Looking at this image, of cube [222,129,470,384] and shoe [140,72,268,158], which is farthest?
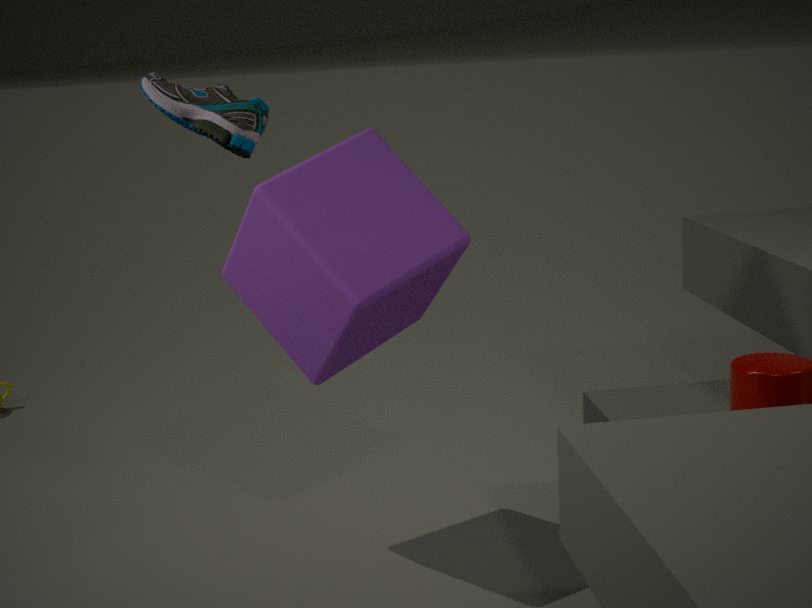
cube [222,129,470,384]
